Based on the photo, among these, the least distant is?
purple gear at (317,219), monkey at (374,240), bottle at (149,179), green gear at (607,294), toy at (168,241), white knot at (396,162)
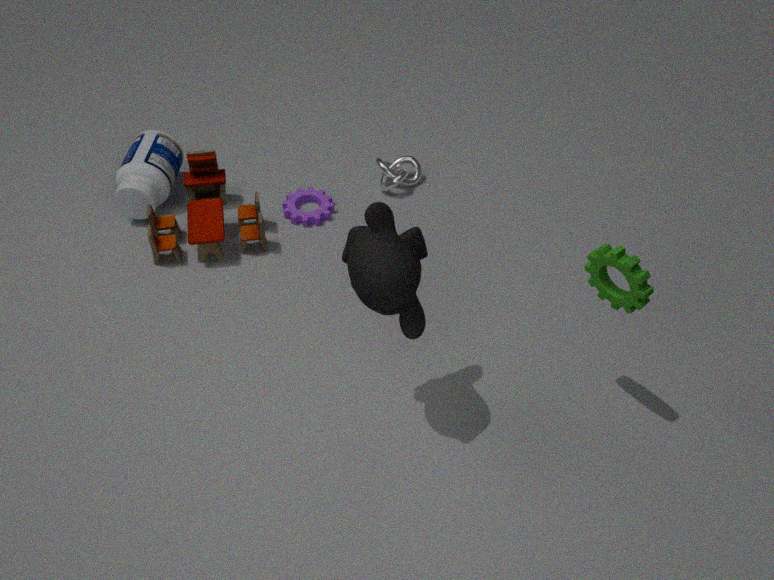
monkey at (374,240)
